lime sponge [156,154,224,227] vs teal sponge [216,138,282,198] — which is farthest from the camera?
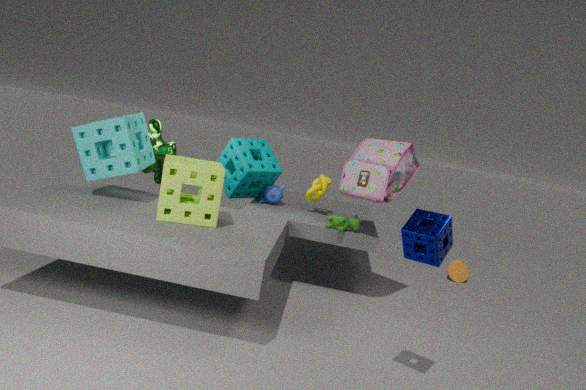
teal sponge [216,138,282,198]
